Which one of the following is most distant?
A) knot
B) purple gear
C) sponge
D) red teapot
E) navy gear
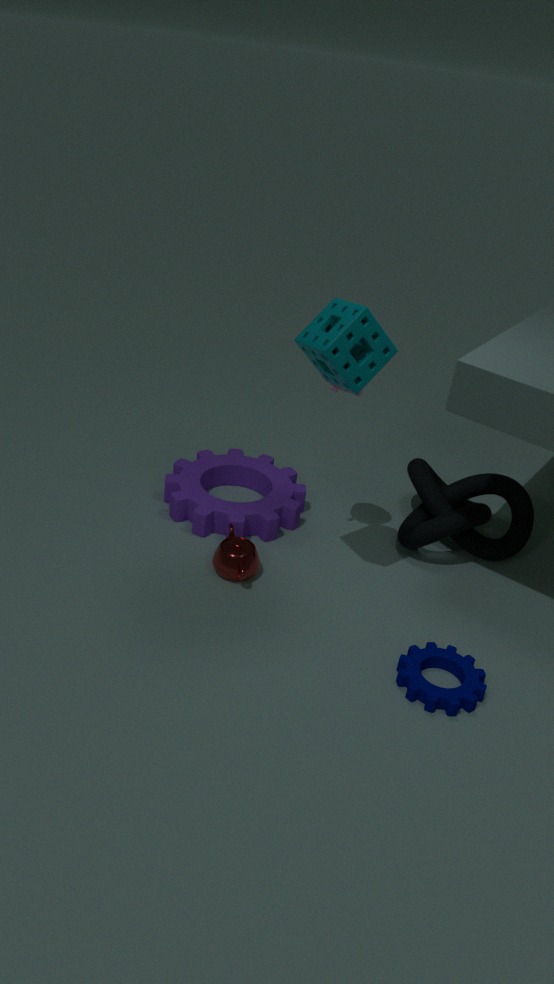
purple gear
